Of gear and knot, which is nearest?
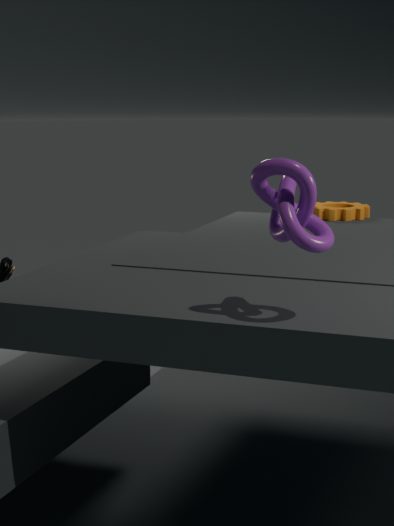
knot
